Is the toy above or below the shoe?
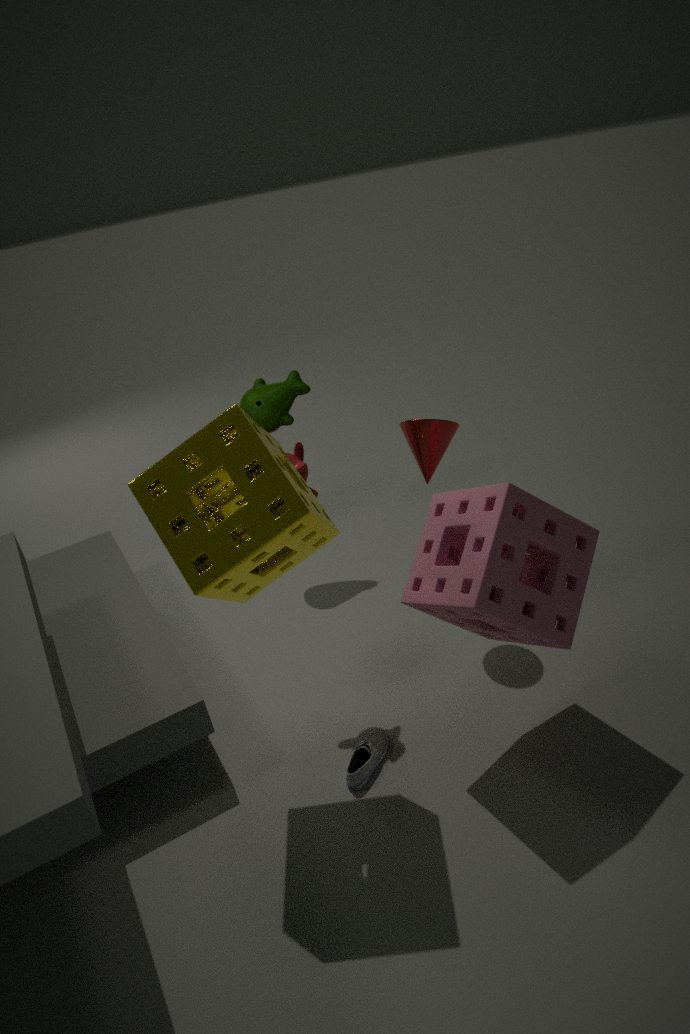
above
